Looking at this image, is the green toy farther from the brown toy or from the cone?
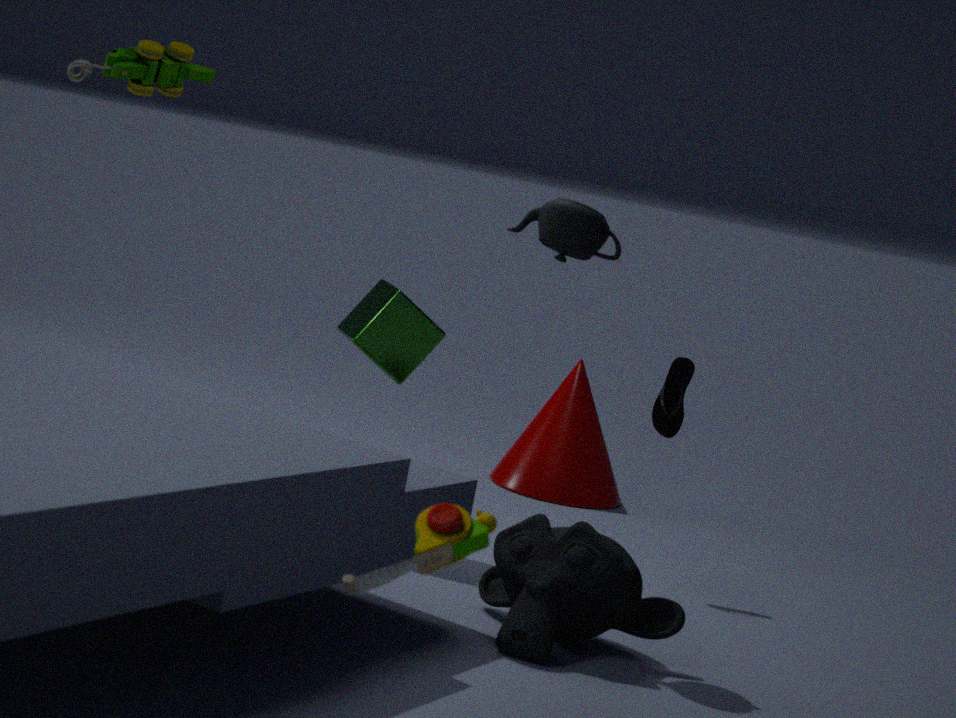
the brown toy
